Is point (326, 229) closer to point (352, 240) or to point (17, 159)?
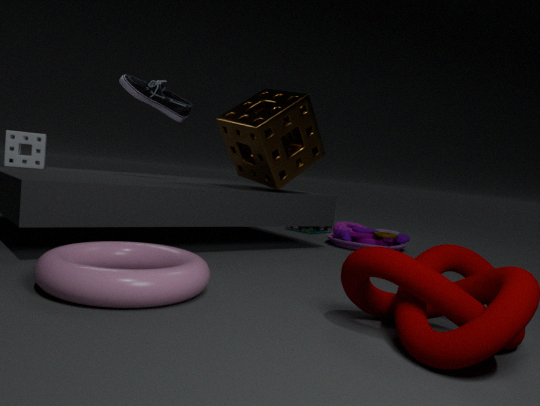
point (352, 240)
